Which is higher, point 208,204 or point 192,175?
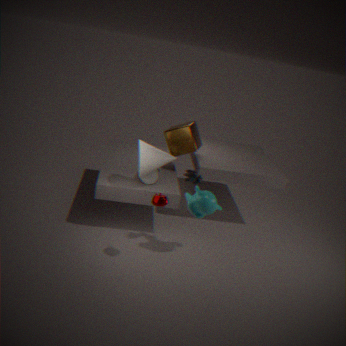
point 192,175
